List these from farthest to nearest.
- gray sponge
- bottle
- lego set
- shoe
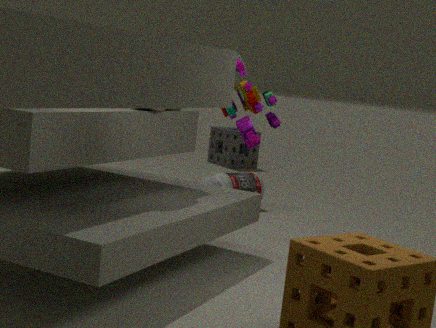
gray sponge, bottle, shoe, lego set
